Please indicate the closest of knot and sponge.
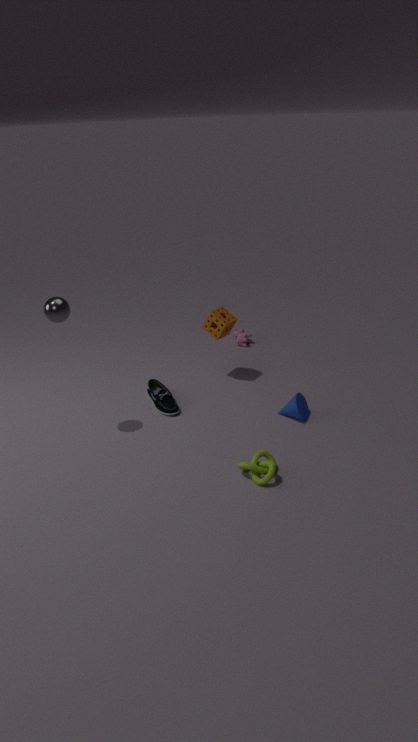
knot
